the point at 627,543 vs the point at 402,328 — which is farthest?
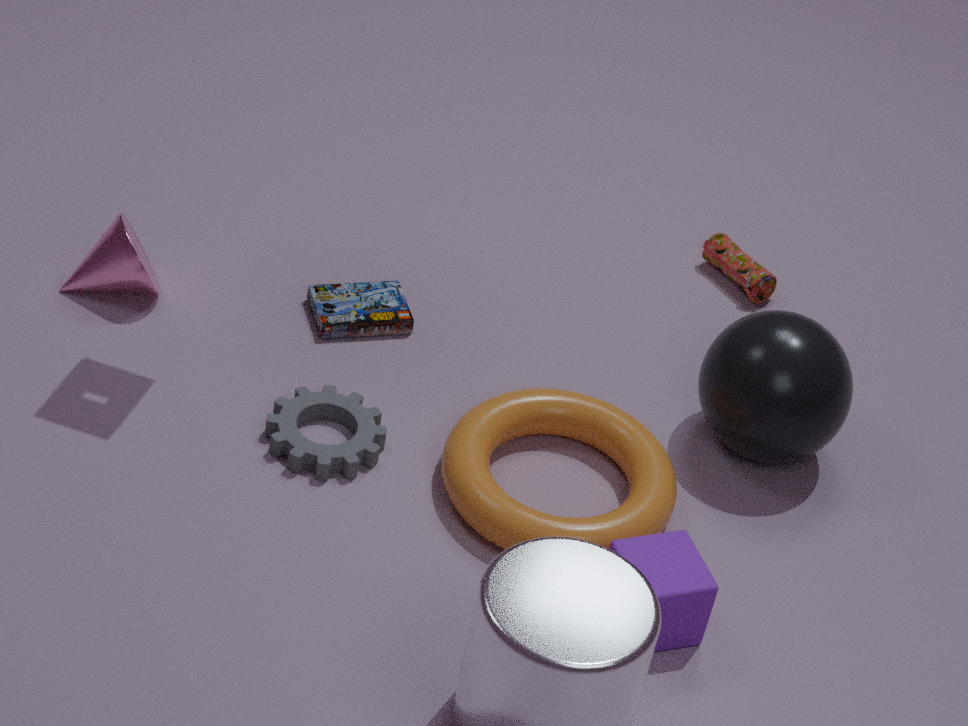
the point at 402,328
